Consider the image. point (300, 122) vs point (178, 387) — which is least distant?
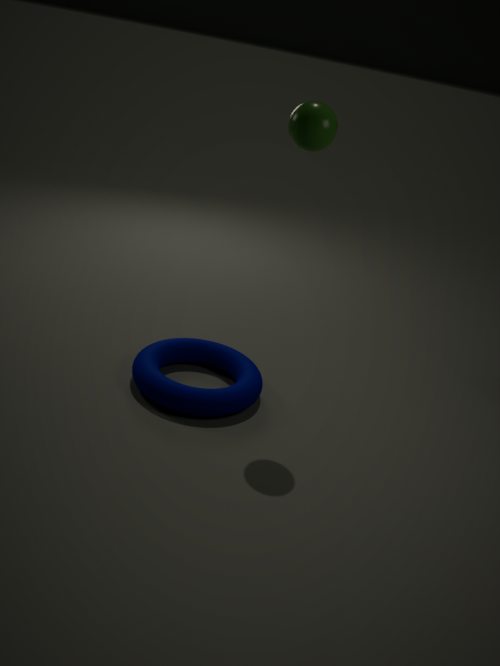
point (300, 122)
